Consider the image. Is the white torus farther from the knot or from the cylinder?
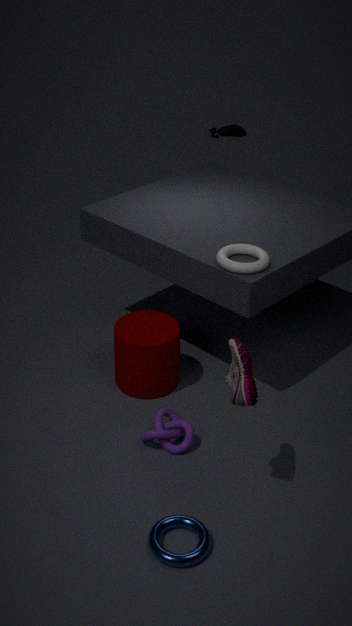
the knot
